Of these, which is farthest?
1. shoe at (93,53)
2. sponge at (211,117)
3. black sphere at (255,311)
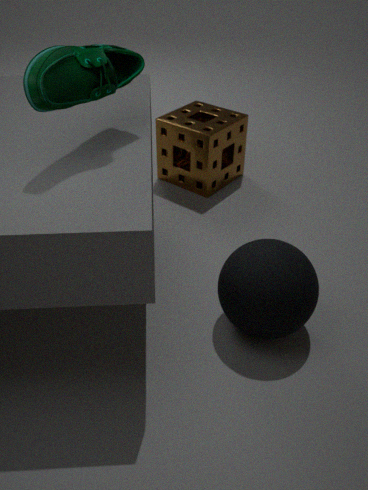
sponge at (211,117)
